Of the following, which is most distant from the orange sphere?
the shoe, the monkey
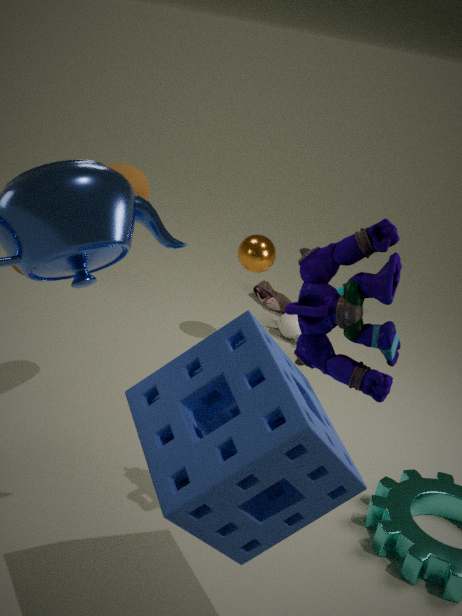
the shoe
